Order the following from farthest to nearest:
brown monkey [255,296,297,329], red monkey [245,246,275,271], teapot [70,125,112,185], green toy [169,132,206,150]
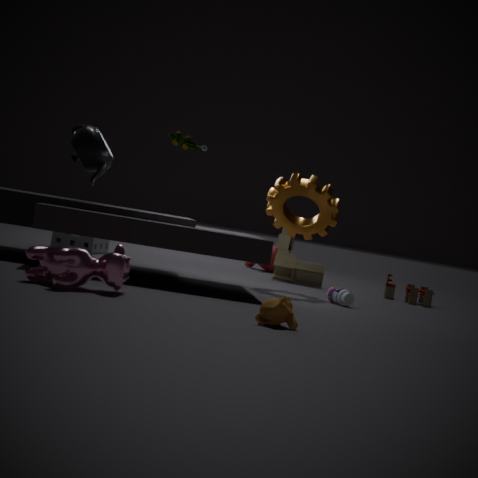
red monkey [245,246,275,271], green toy [169,132,206,150], teapot [70,125,112,185], brown monkey [255,296,297,329]
